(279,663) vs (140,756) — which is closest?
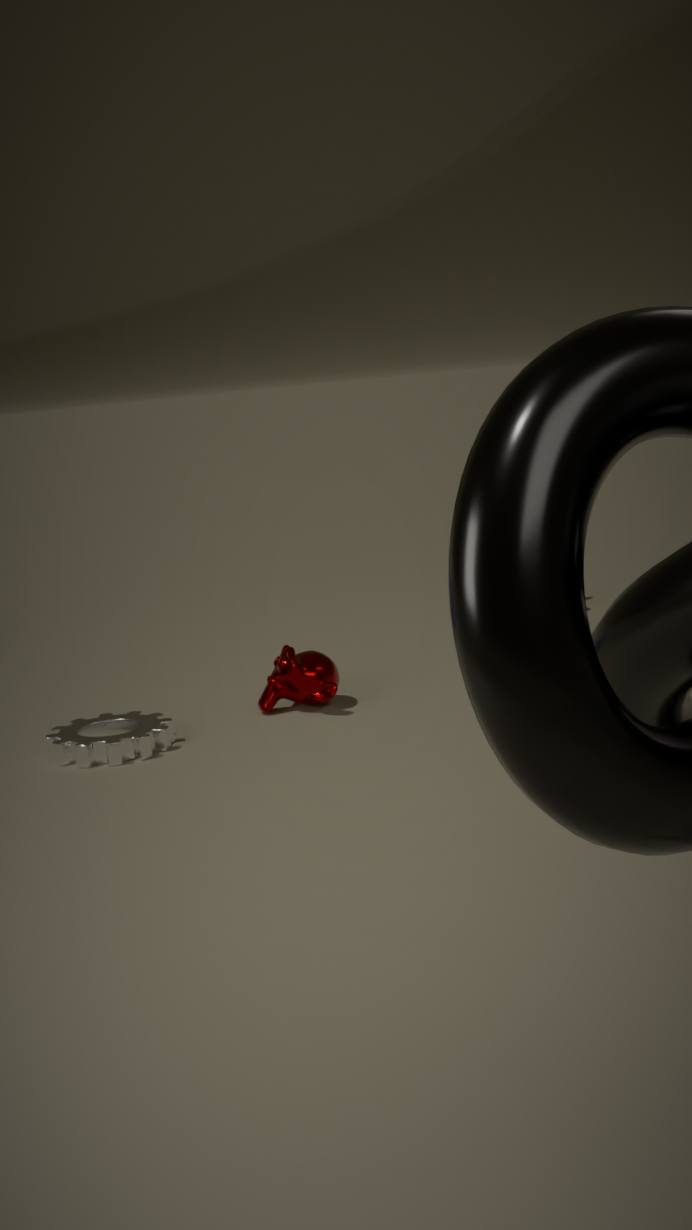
(140,756)
